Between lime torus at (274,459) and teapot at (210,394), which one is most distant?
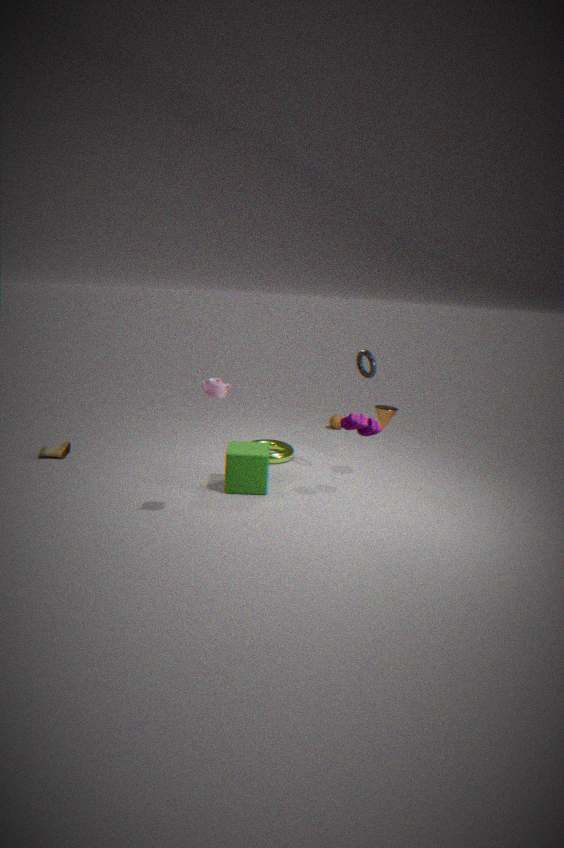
Answer: lime torus at (274,459)
